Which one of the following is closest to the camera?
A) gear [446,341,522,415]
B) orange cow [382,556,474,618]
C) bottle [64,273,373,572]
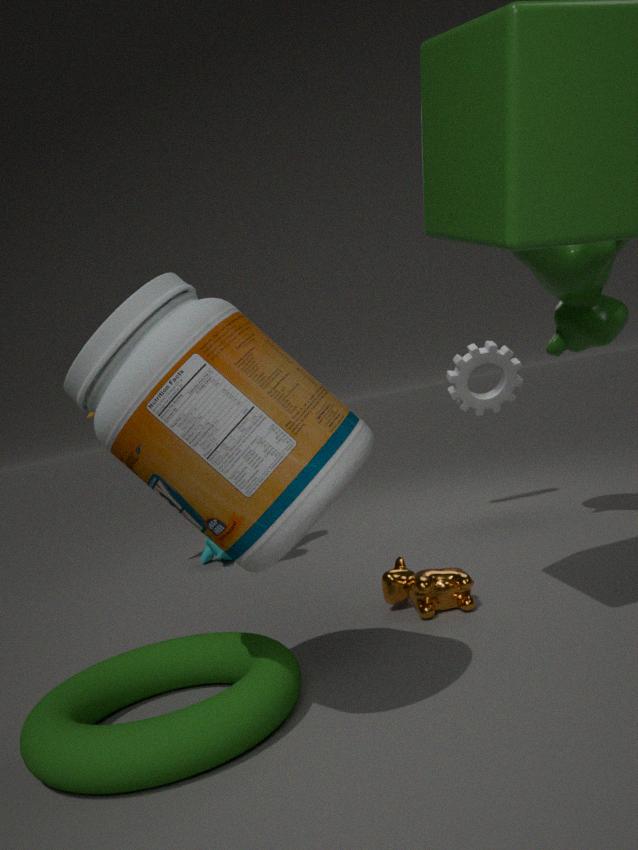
bottle [64,273,373,572]
